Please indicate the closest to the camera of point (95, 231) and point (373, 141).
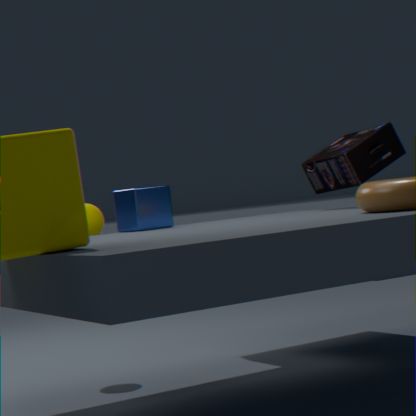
point (373, 141)
